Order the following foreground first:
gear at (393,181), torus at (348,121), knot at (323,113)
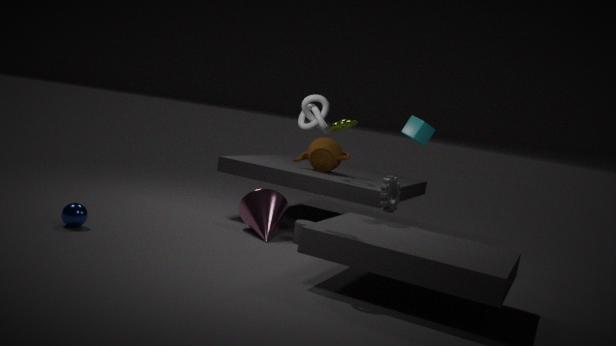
knot at (323,113)
gear at (393,181)
torus at (348,121)
